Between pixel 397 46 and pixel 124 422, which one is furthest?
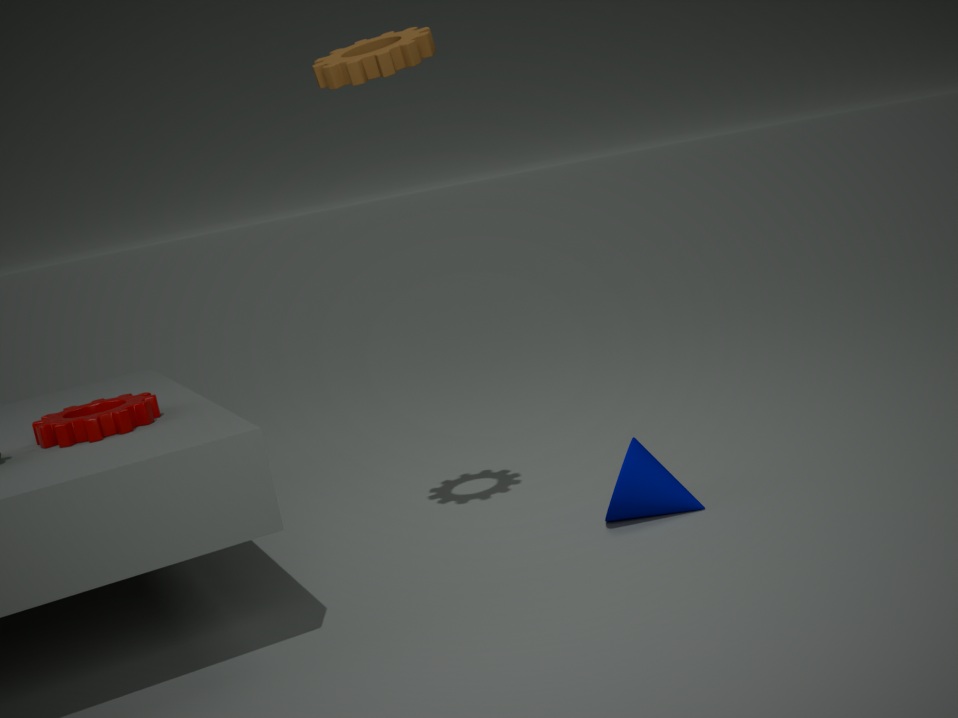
pixel 124 422
